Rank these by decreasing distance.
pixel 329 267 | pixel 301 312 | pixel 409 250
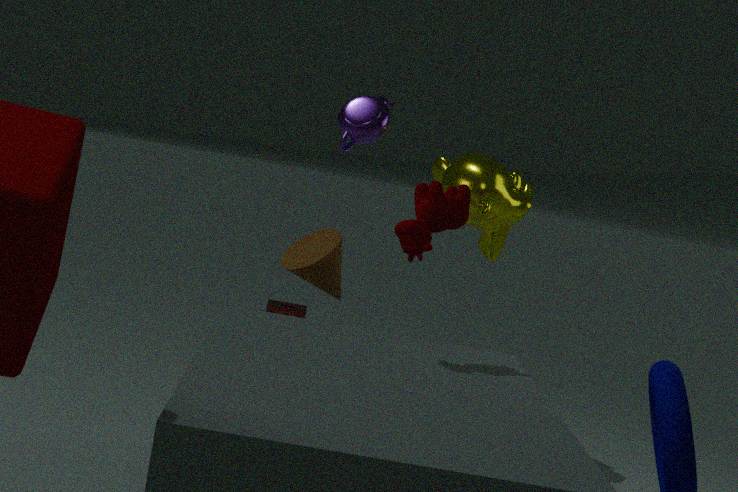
pixel 301 312 < pixel 329 267 < pixel 409 250
